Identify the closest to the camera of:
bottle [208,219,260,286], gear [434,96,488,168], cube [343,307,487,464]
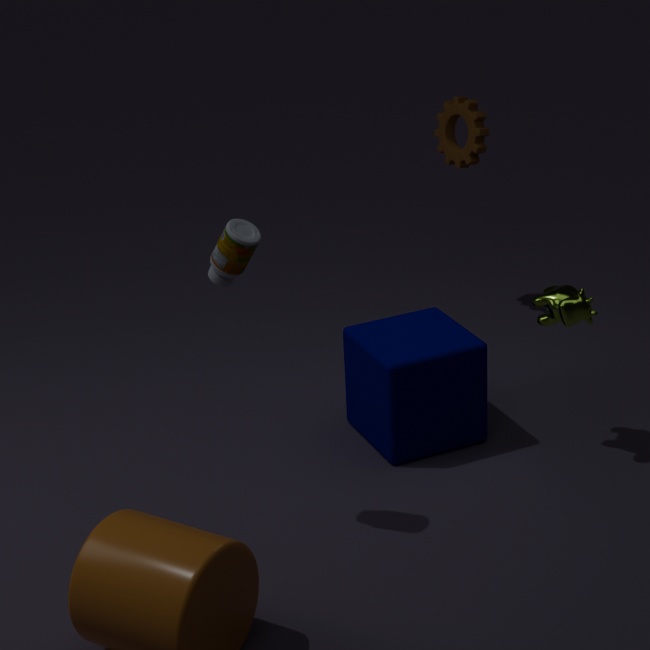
bottle [208,219,260,286]
